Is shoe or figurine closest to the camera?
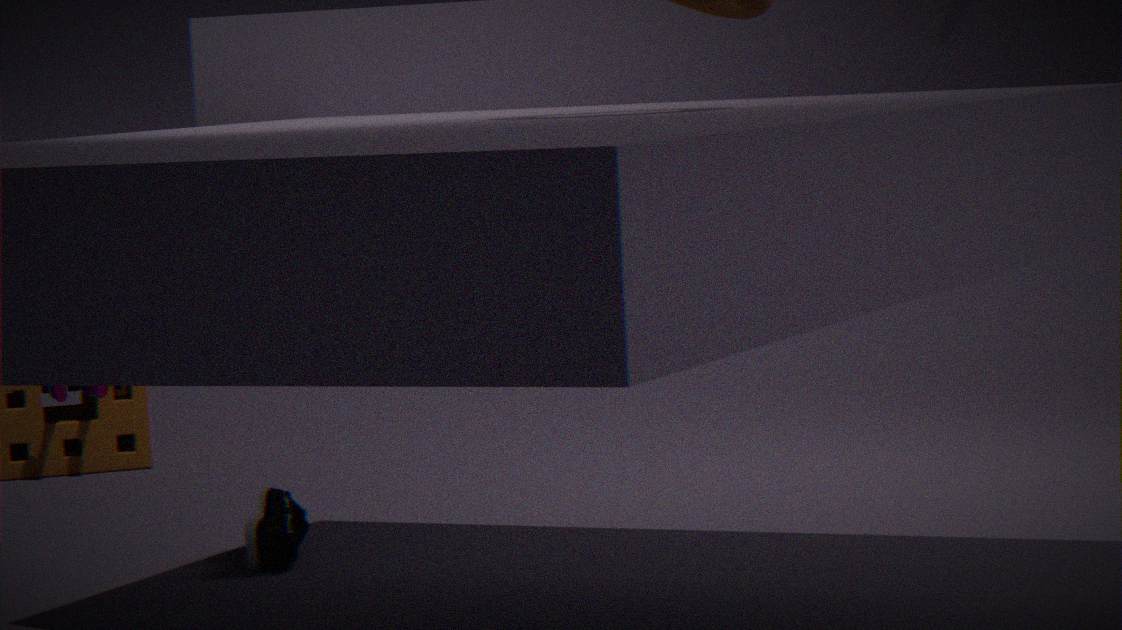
shoe
